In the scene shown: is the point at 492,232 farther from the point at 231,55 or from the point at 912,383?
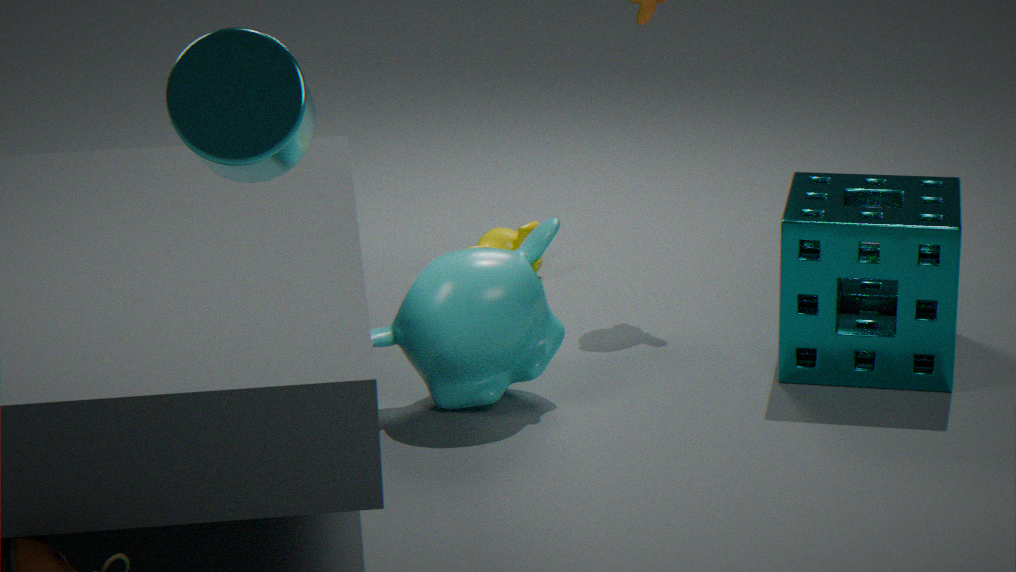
the point at 231,55
